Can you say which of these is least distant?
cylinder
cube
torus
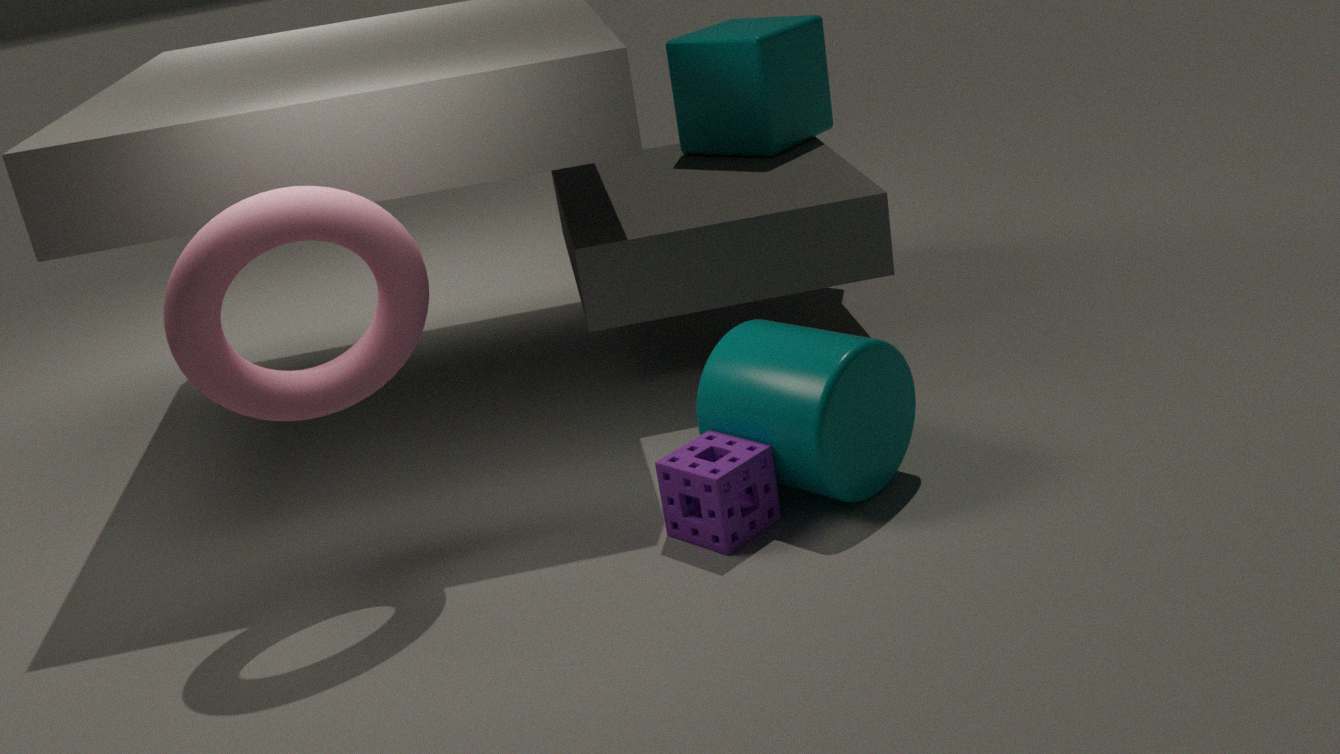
torus
